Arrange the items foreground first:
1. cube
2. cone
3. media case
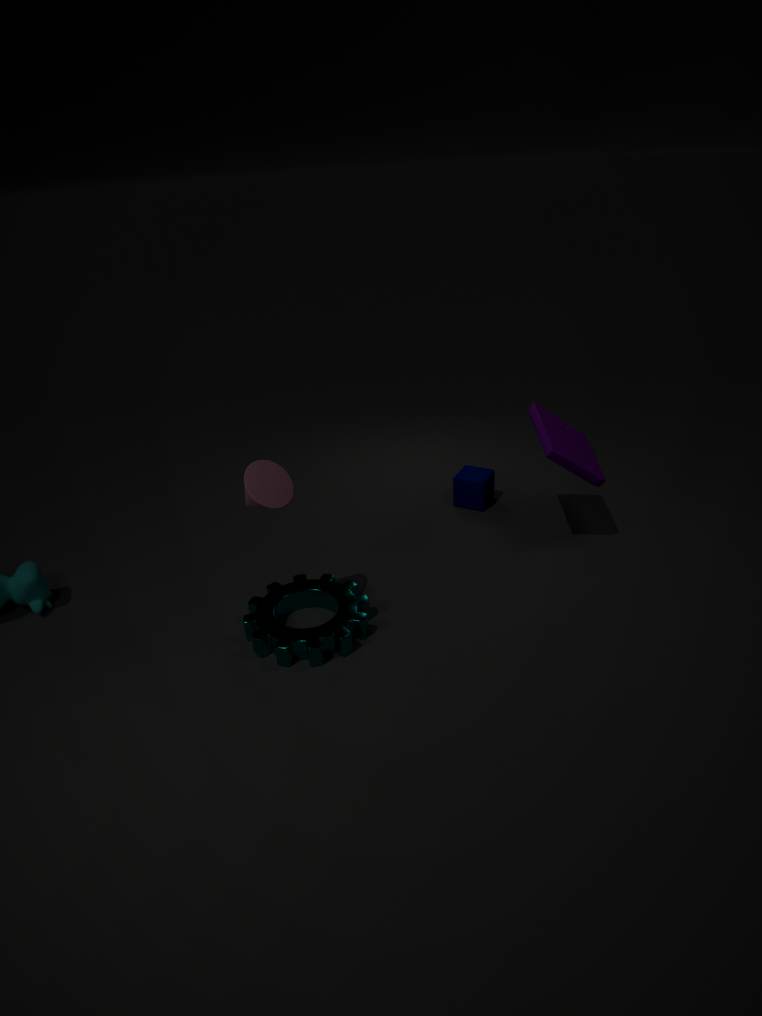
cone → media case → cube
